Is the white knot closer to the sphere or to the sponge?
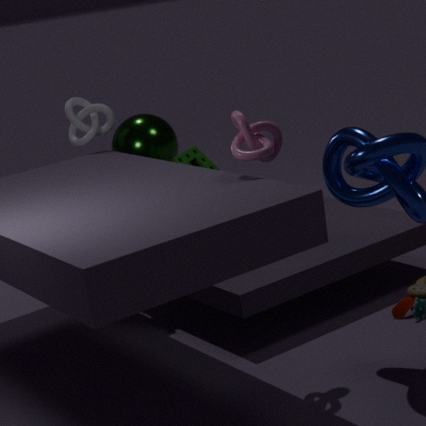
the sphere
